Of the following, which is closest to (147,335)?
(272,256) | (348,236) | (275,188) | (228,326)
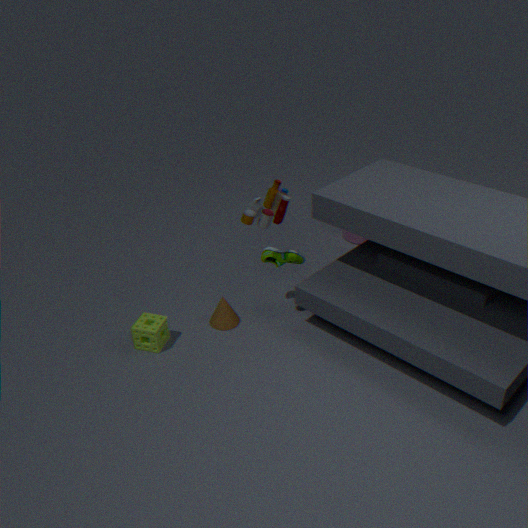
(228,326)
